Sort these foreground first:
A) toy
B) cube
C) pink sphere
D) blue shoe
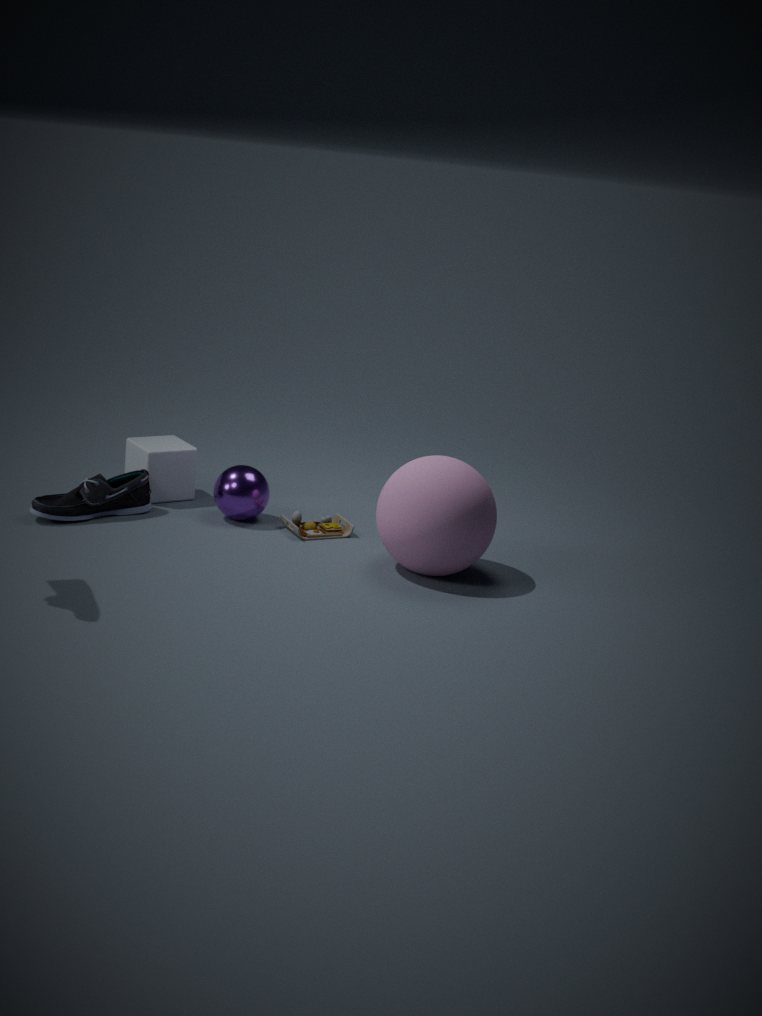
pink sphere
blue shoe
toy
cube
